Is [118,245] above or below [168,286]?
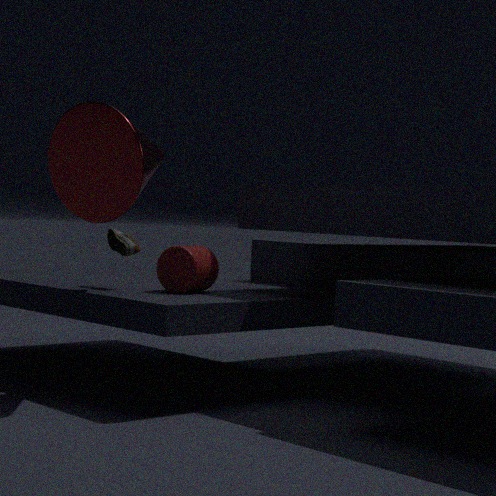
above
